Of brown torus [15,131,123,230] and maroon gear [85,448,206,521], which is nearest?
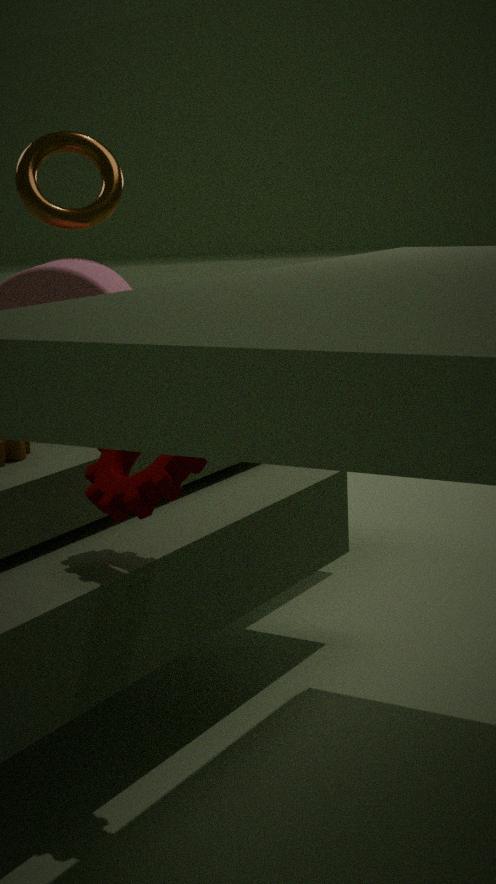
maroon gear [85,448,206,521]
